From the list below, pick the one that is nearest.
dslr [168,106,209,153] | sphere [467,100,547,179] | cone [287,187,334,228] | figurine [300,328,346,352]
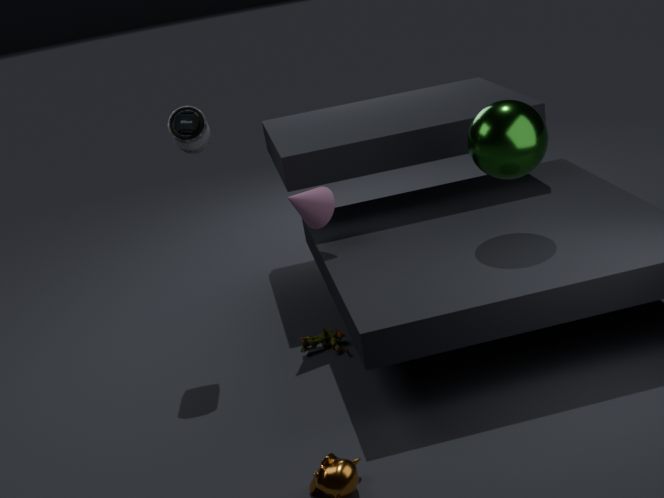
sphere [467,100,547,179]
